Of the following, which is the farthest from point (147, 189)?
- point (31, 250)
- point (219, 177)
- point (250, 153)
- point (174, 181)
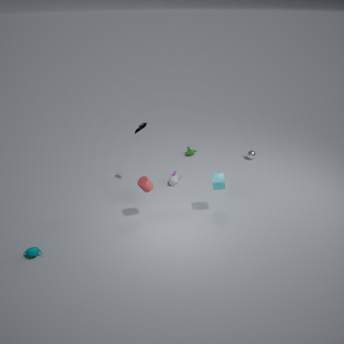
point (250, 153)
